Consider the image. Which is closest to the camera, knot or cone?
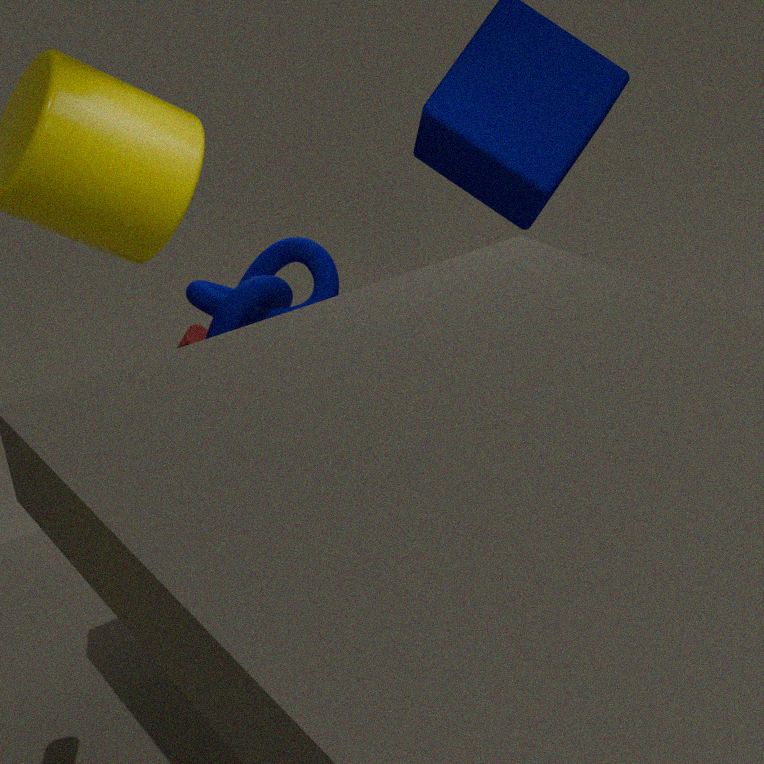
knot
